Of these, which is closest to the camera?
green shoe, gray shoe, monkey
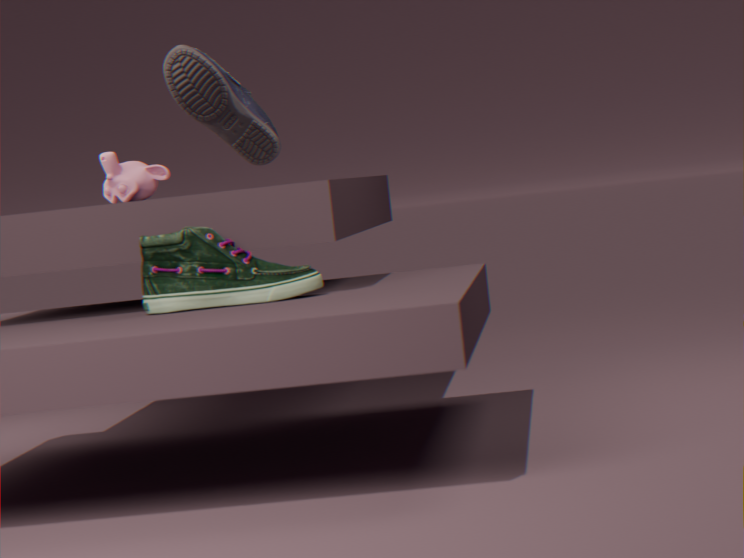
green shoe
